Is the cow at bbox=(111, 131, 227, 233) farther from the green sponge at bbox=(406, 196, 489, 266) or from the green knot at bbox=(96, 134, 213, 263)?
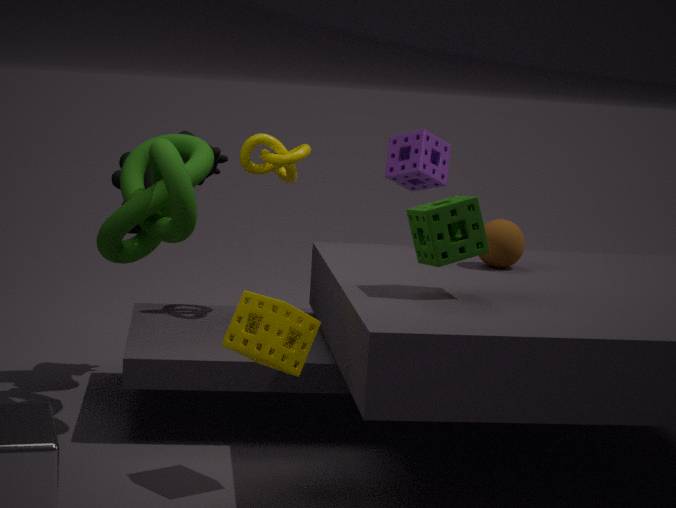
the green sponge at bbox=(406, 196, 489, 266)
